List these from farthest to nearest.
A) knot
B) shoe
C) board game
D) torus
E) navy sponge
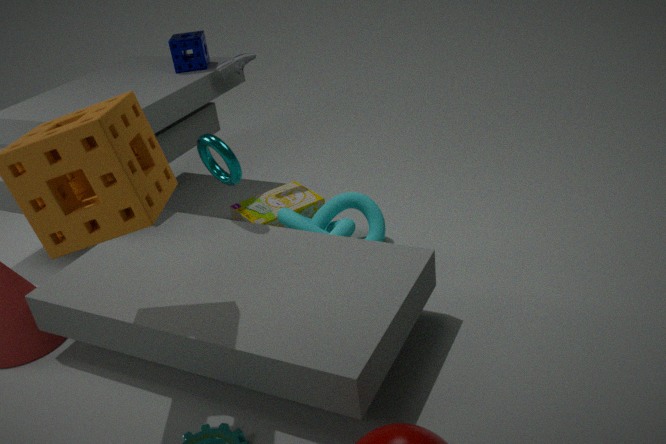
navy sponge, shoe, board game, knot, torus
